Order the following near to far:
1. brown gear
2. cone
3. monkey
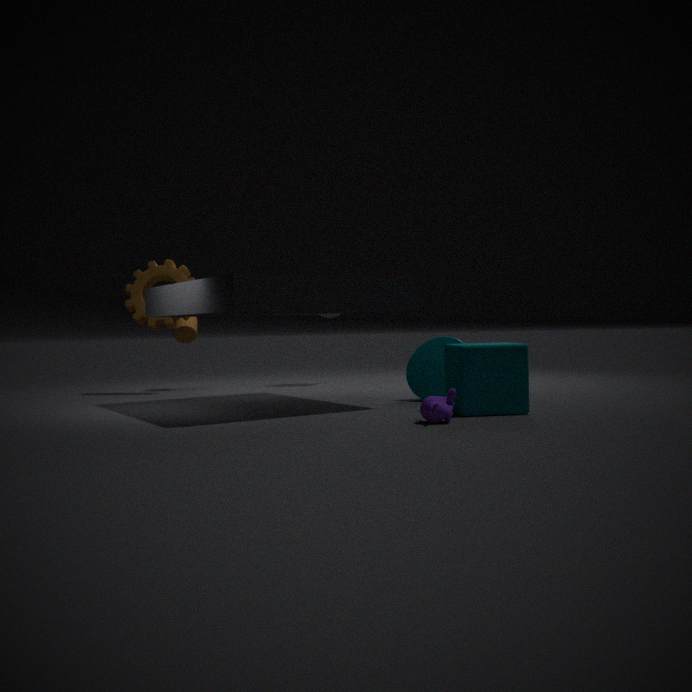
monkey < cone < brown gear
